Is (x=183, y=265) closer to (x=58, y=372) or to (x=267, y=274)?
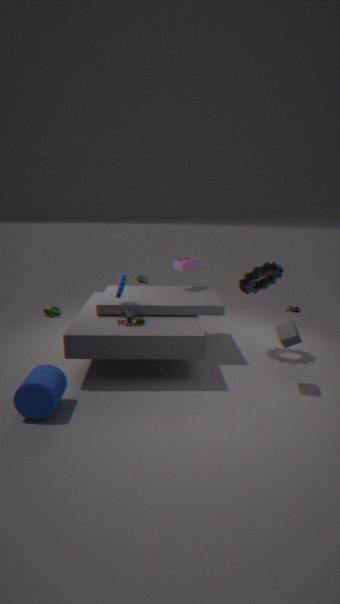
(x=267, y=274)
